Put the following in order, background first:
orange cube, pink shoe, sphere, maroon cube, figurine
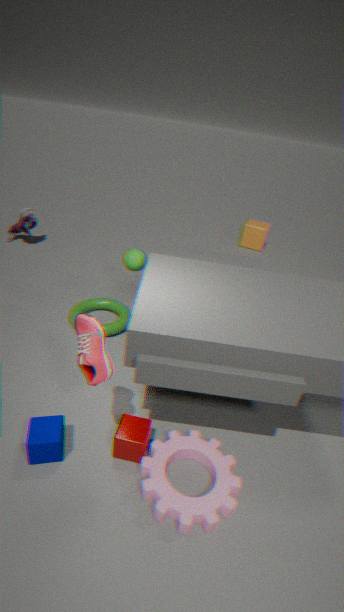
orange cube, figurine, sphere, maroon cube, pink shoe
